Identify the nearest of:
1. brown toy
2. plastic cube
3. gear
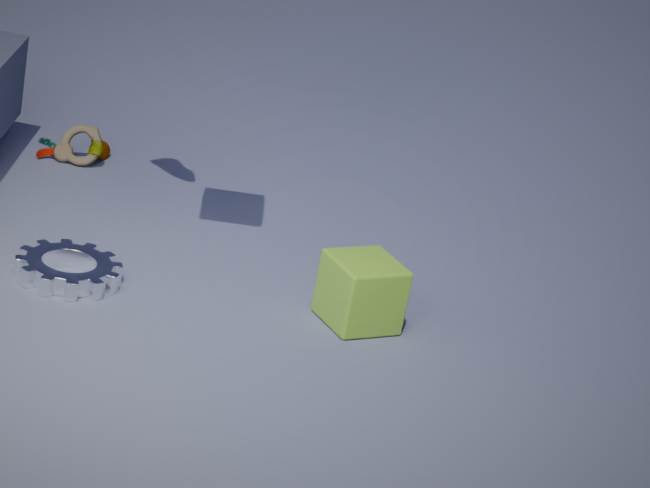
gear
